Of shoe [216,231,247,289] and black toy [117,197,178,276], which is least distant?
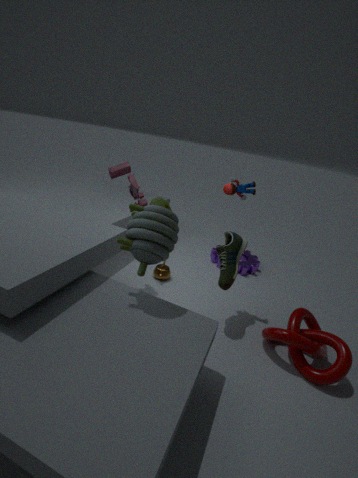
black toy [117,197,178,276]
